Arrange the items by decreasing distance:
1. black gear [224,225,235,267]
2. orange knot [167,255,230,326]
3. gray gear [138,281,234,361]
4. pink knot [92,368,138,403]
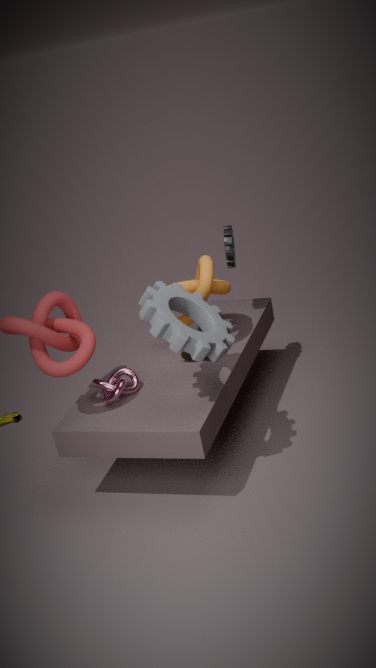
black gear [224,225,235,267]
orange knot [167,255,230,326]
pink knot [92,368,138,403]
gray gear [138,281,234,361]
